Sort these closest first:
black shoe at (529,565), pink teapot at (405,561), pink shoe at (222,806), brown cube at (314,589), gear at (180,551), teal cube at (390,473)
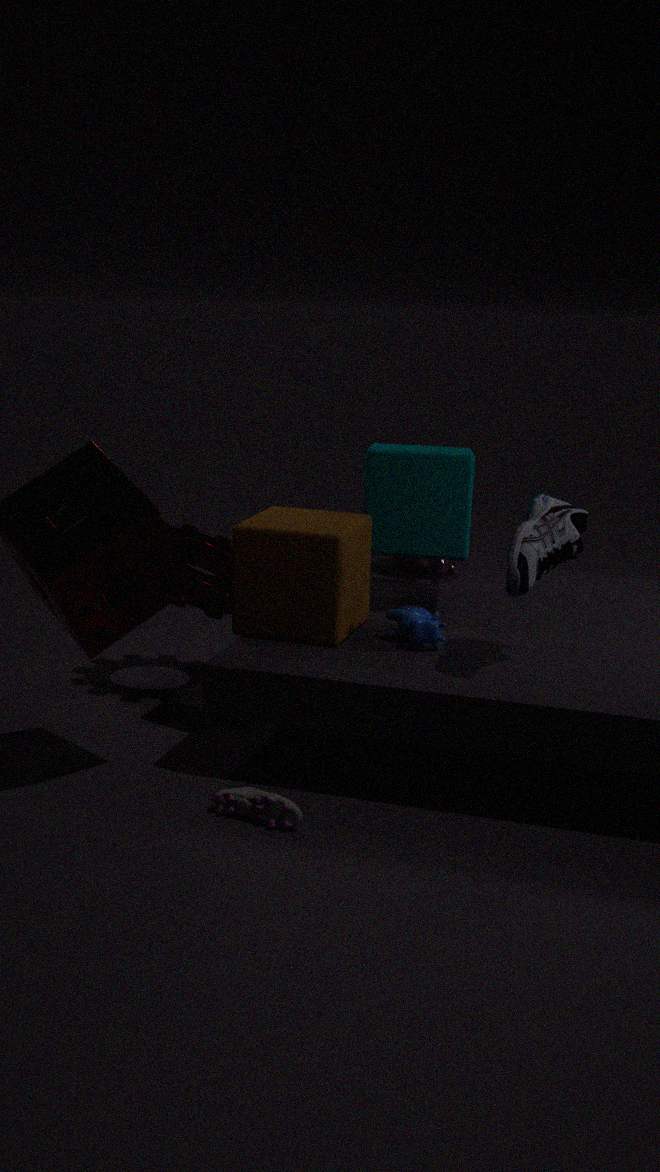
pink shoe at (222,806), black shoe at (529,565), brown cube at (314,589), teal cube at (390,473), gear at (180,551), pink teapot at (405,561)
